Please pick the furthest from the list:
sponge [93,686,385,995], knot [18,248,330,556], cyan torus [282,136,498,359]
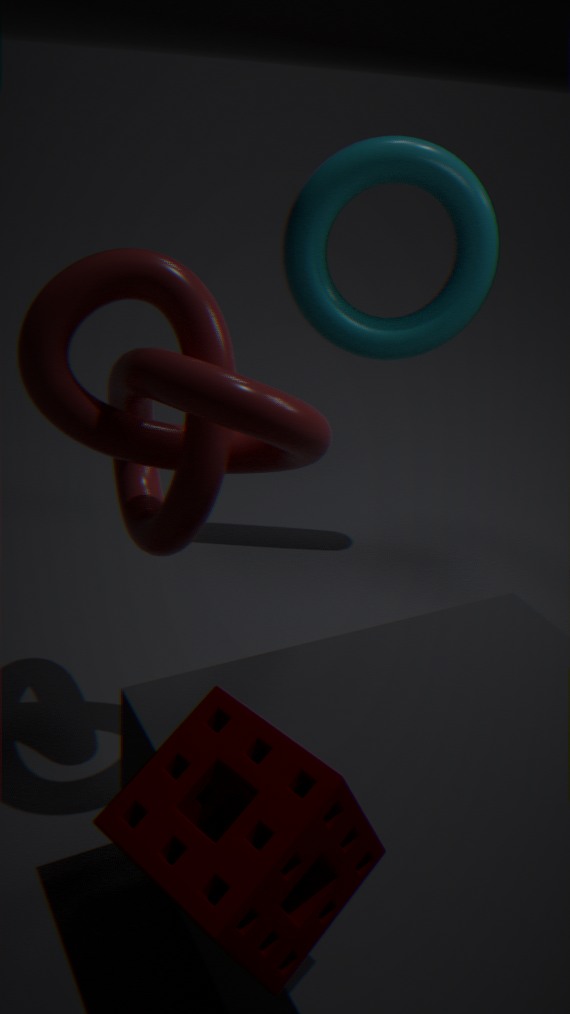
cyan torus [282,136,498,359]
